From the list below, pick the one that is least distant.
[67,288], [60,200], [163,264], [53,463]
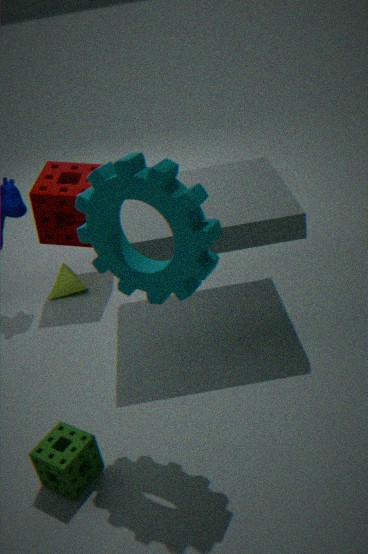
[163,264]
